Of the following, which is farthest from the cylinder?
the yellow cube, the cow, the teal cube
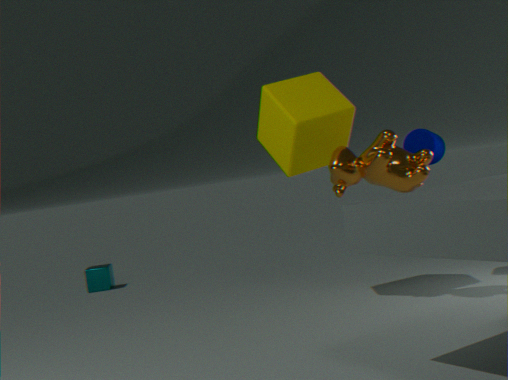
the teal cube
